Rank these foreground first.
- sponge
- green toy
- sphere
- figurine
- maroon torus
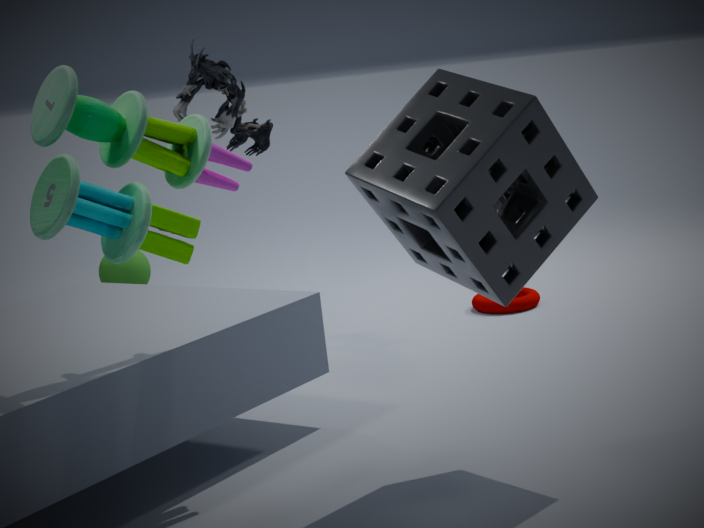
green toy
sponge
sphere
figurine
maroon torus
